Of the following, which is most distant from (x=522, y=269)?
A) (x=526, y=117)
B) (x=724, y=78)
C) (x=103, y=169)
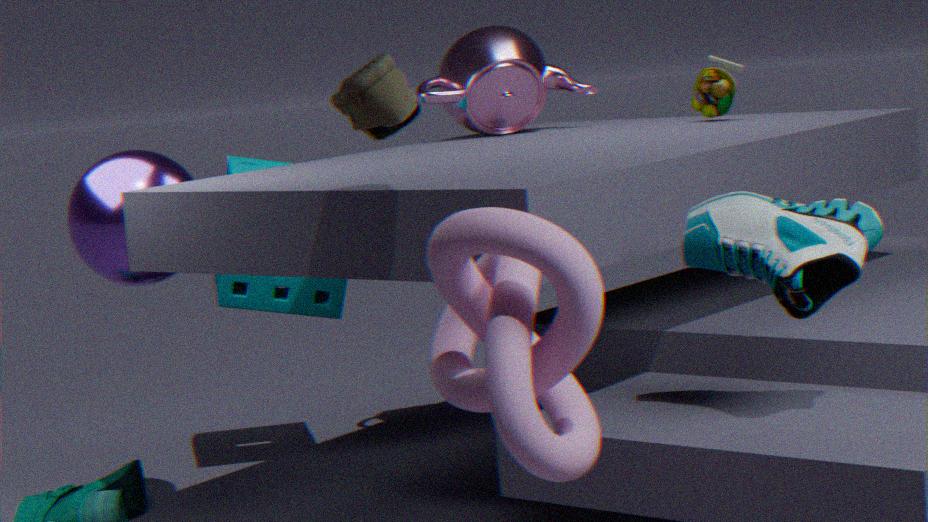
(x=526, y=117)
